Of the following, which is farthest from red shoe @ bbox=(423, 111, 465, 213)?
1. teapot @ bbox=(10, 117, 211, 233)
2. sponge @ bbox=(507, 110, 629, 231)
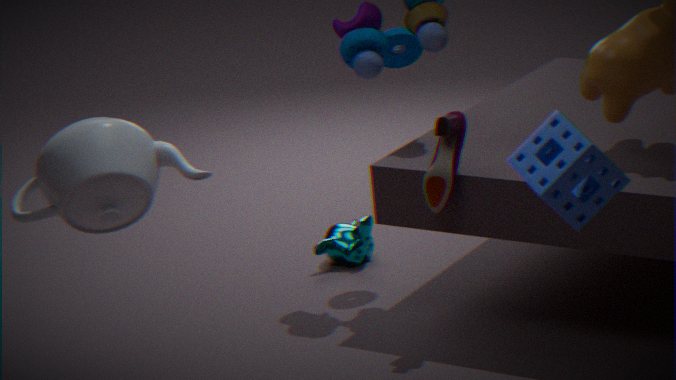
teapot @ bbox=(10, 117, 211, 233)
